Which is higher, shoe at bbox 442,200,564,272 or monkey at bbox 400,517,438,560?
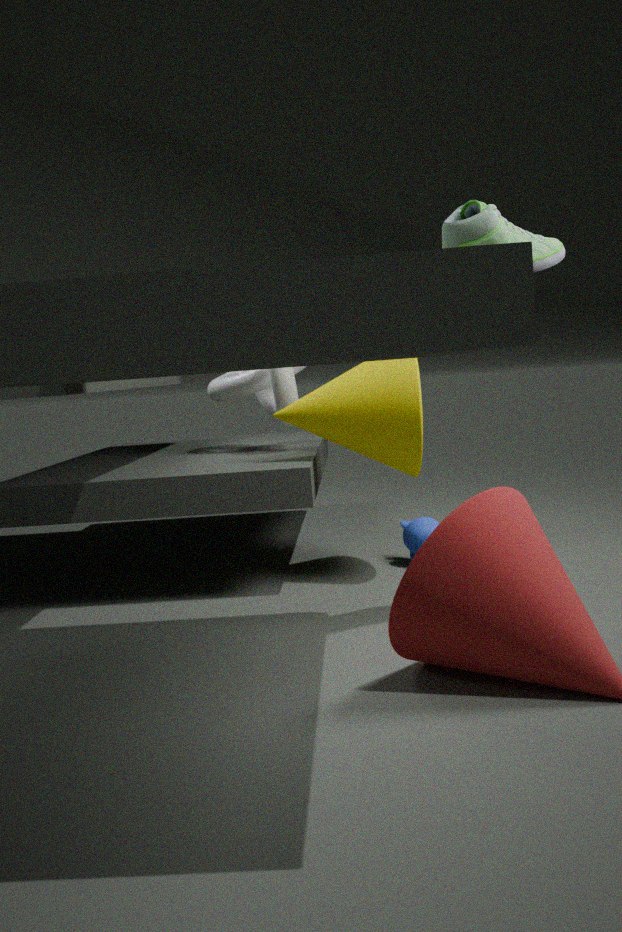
shoe at bbox 442,200,564,272
